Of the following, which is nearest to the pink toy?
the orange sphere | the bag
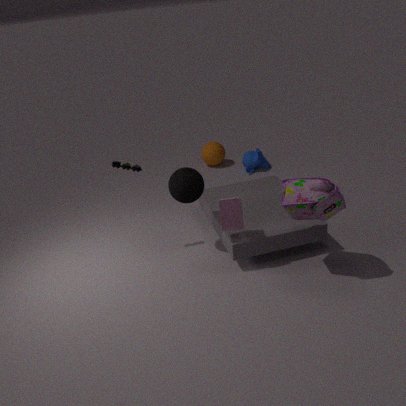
the bag
